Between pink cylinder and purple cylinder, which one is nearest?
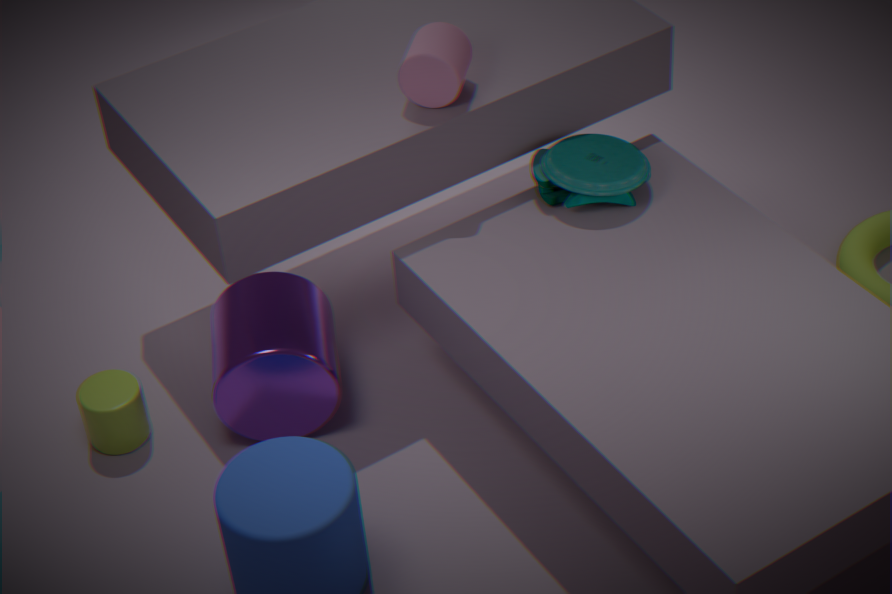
pink cylinder
